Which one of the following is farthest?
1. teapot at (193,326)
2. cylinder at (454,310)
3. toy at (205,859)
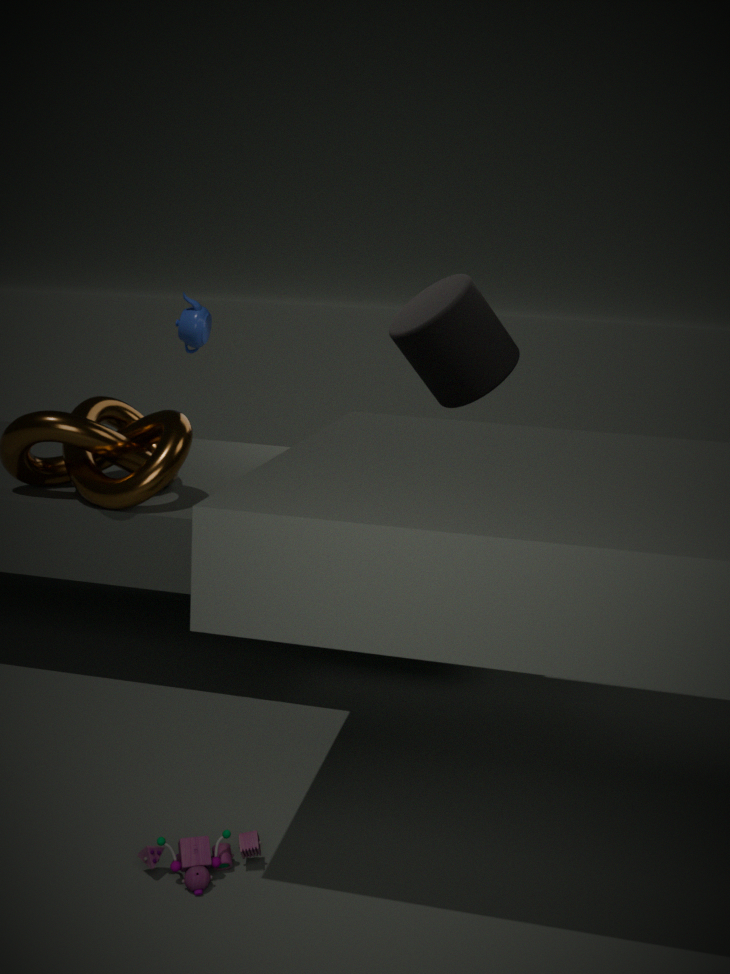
teapot at (193,326)
